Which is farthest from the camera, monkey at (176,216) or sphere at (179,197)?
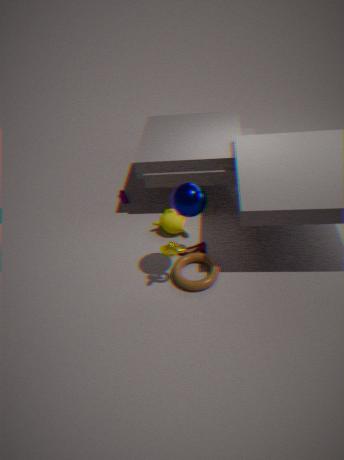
monkey at (176,216)
